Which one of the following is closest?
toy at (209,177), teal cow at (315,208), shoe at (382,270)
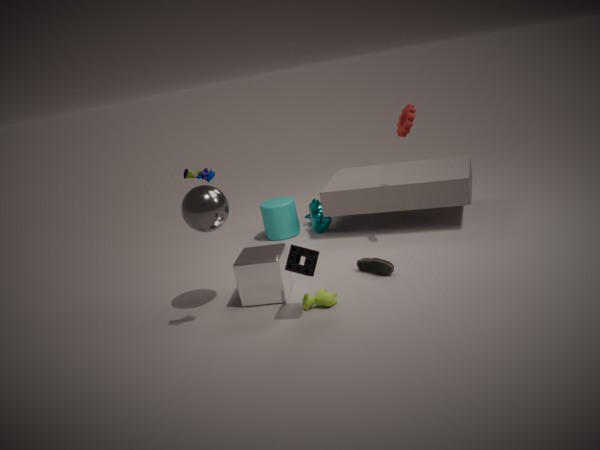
toy at (209,177)
